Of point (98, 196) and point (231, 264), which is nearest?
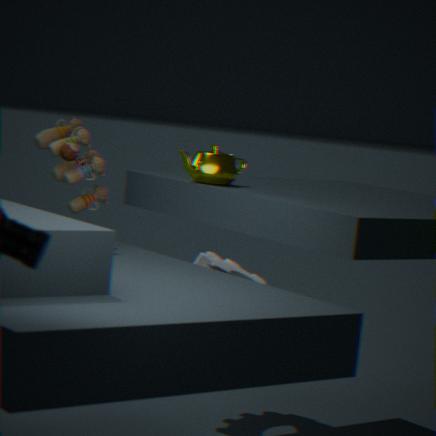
point (98, 196)
